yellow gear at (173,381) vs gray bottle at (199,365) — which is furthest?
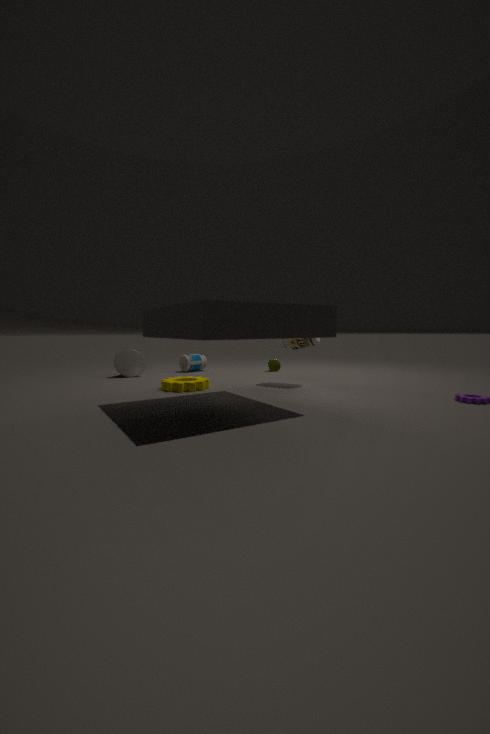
gray bottle at (199,365)
